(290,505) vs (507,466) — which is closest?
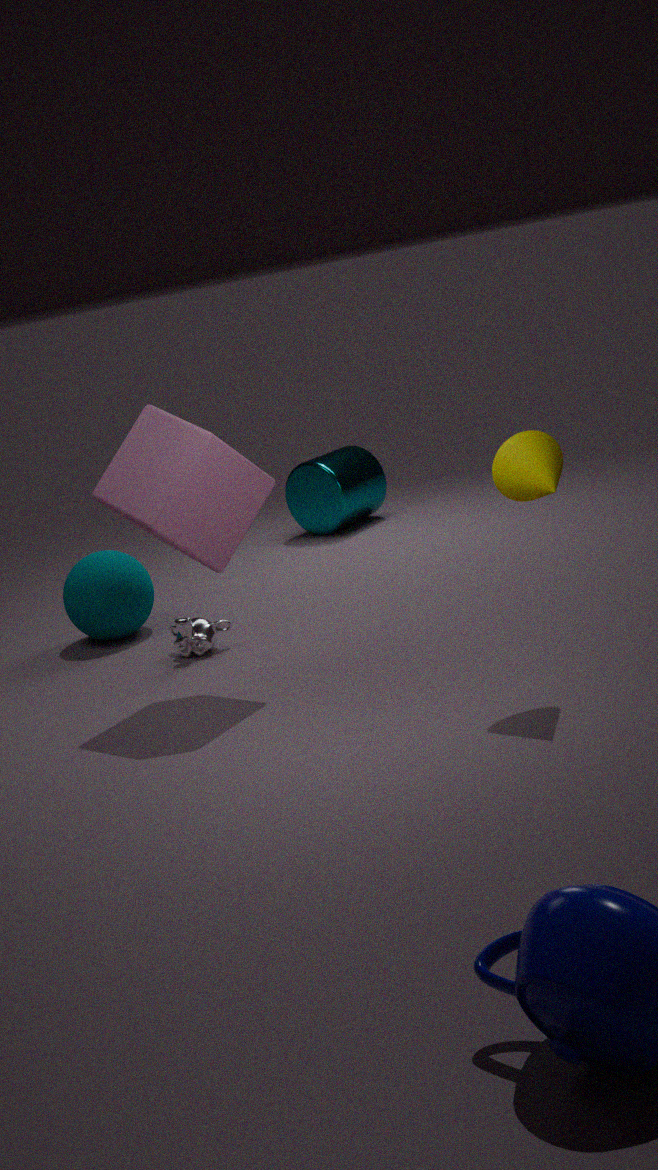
(507,466)
